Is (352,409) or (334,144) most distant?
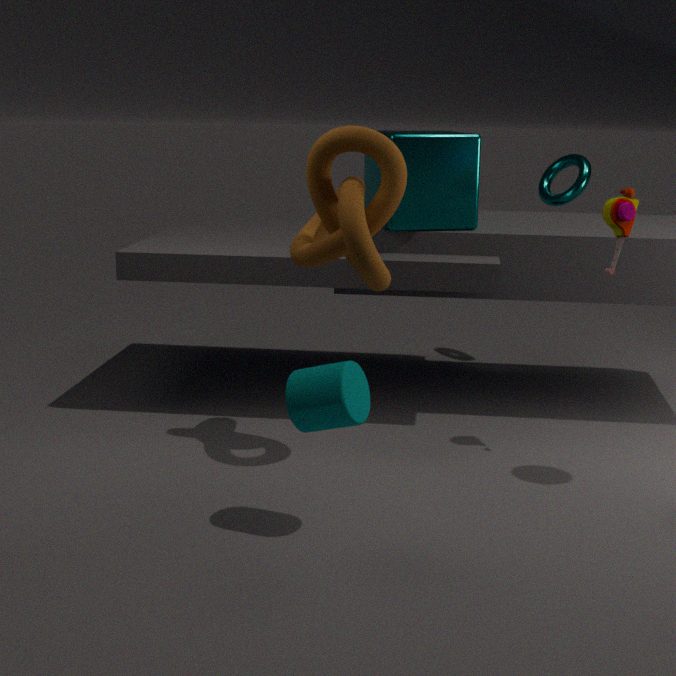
(334,144)
